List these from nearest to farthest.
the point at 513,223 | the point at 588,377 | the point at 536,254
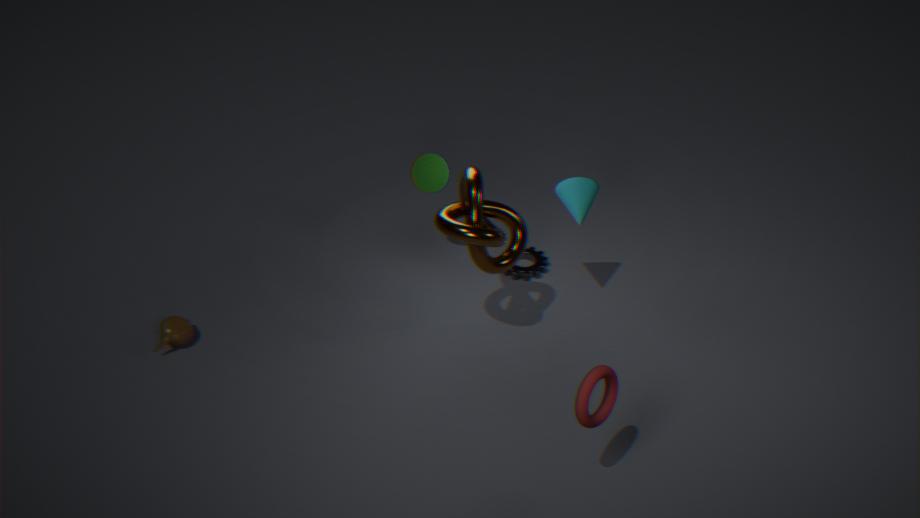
the point at 588,377, the point at 513,223, the point at 536,254
